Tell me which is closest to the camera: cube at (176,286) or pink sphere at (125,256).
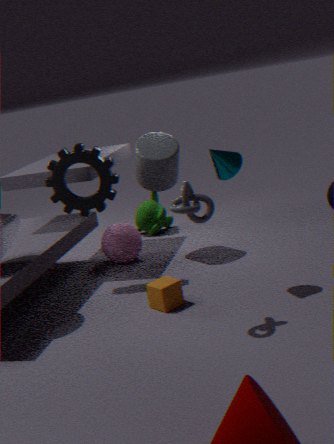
cube at (176,286)
